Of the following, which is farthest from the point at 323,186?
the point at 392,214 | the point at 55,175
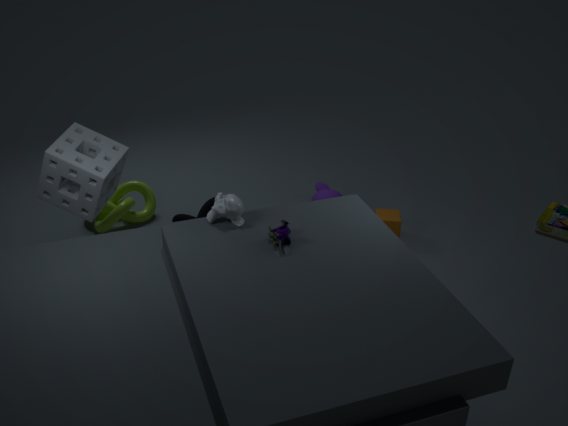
the point at 55,175
